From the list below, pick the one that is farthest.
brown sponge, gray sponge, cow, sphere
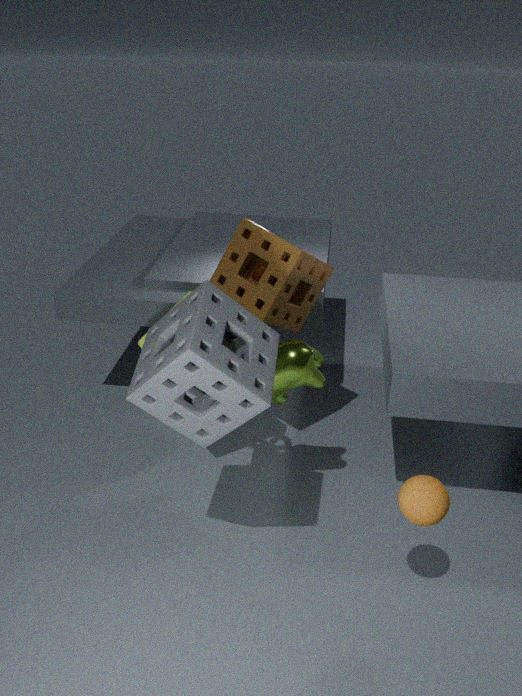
brown sponge
